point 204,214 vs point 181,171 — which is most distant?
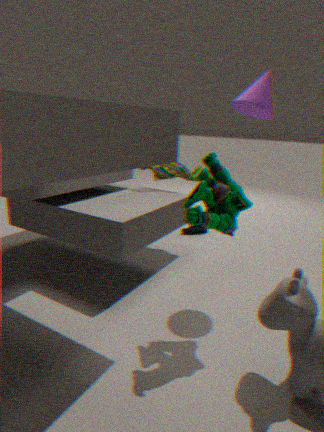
point 181,171
